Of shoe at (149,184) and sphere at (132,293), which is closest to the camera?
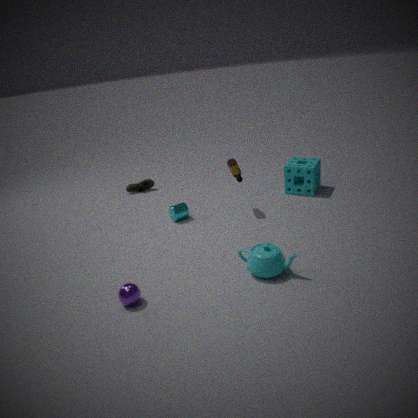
sphere at (132,293)
